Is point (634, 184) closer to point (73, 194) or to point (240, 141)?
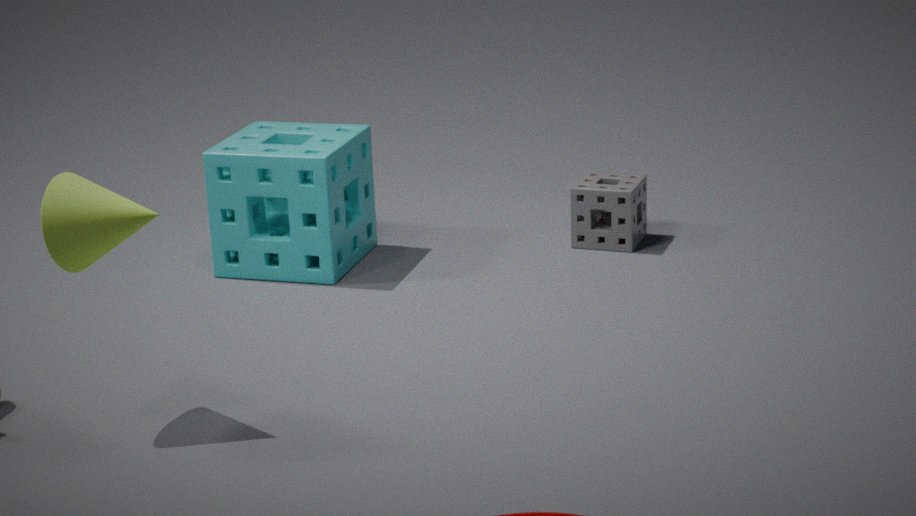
point (240, 141)
